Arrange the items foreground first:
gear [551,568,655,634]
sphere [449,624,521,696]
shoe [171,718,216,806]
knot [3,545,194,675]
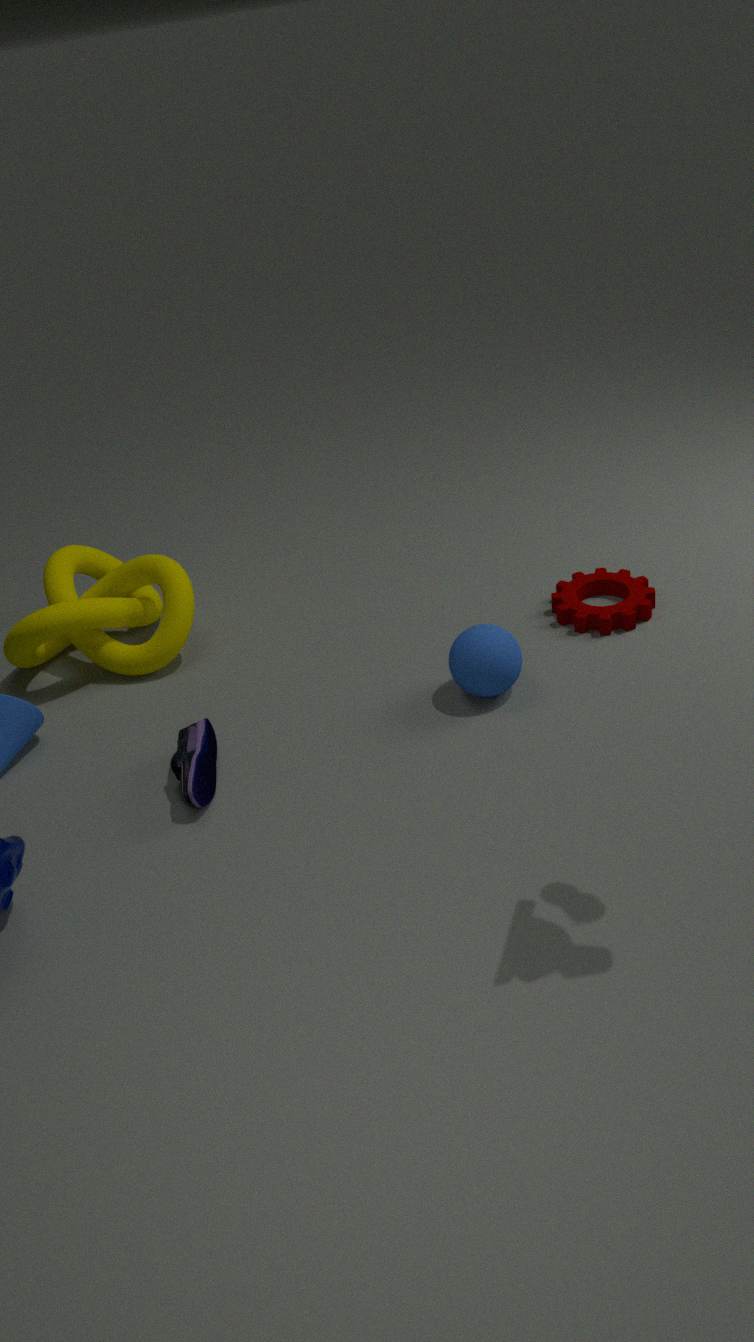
shoe [171,718,216,806], sphere [449,624,521,696], gear [551,568,655,634], knot [3,545,194,675]
